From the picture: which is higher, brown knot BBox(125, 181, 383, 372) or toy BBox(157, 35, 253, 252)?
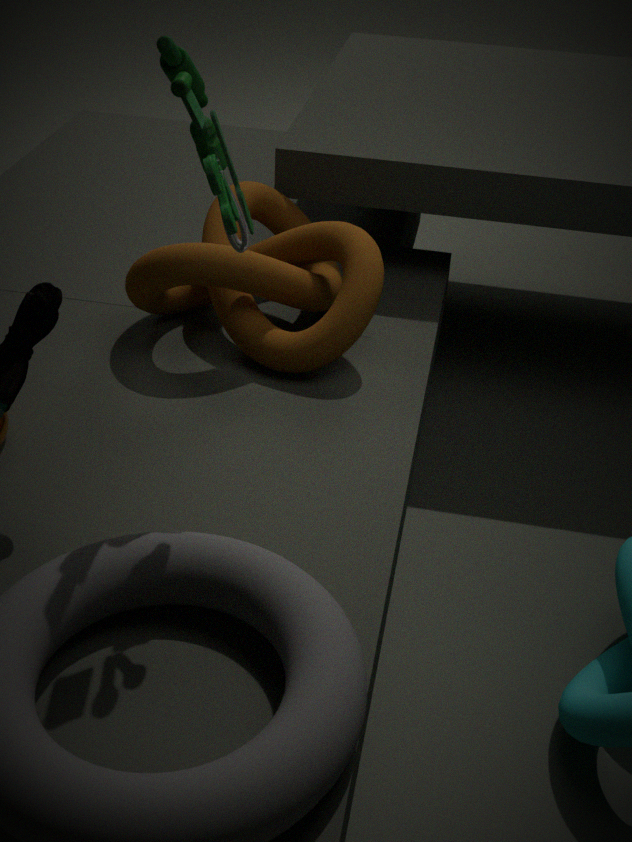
toy BBox(157, 35, 253, 252)
